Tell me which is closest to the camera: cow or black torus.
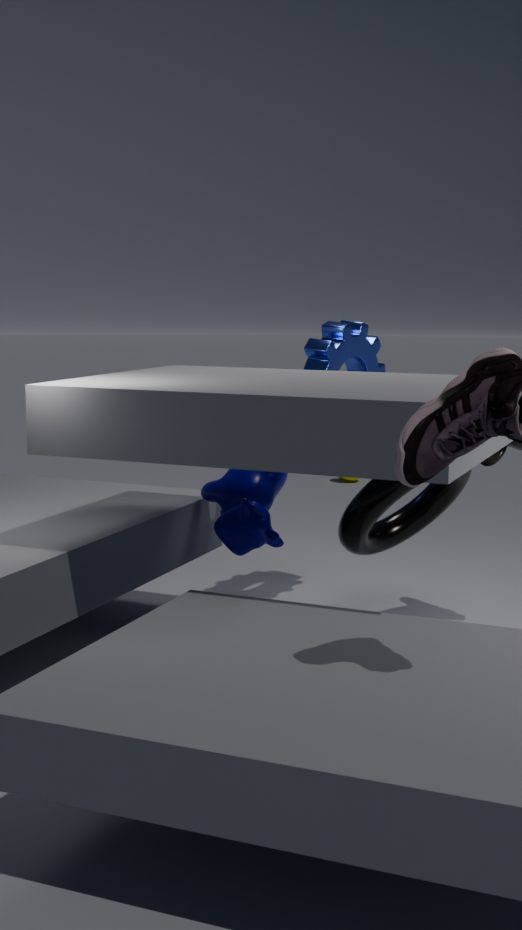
black torus
